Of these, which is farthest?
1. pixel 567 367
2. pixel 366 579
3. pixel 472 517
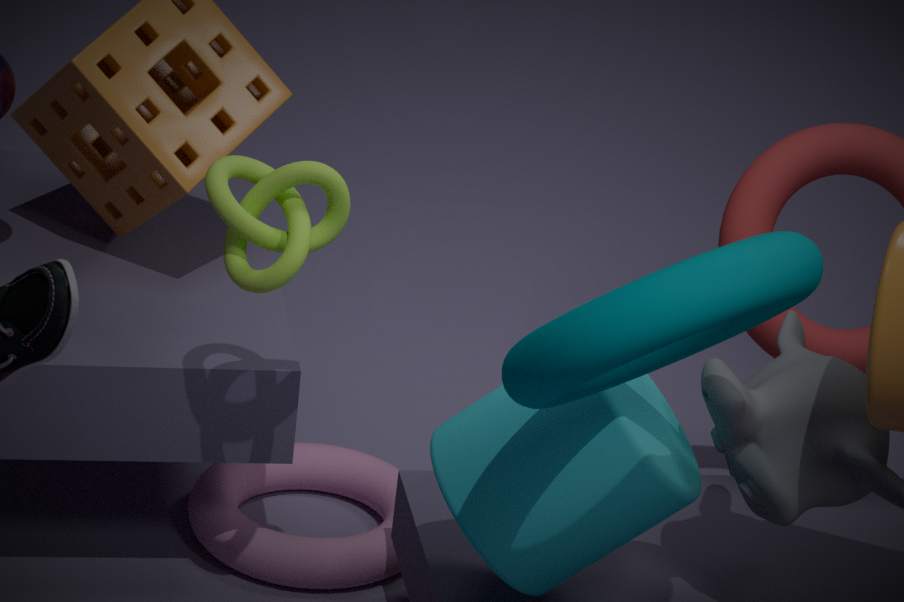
pixel 366 579
